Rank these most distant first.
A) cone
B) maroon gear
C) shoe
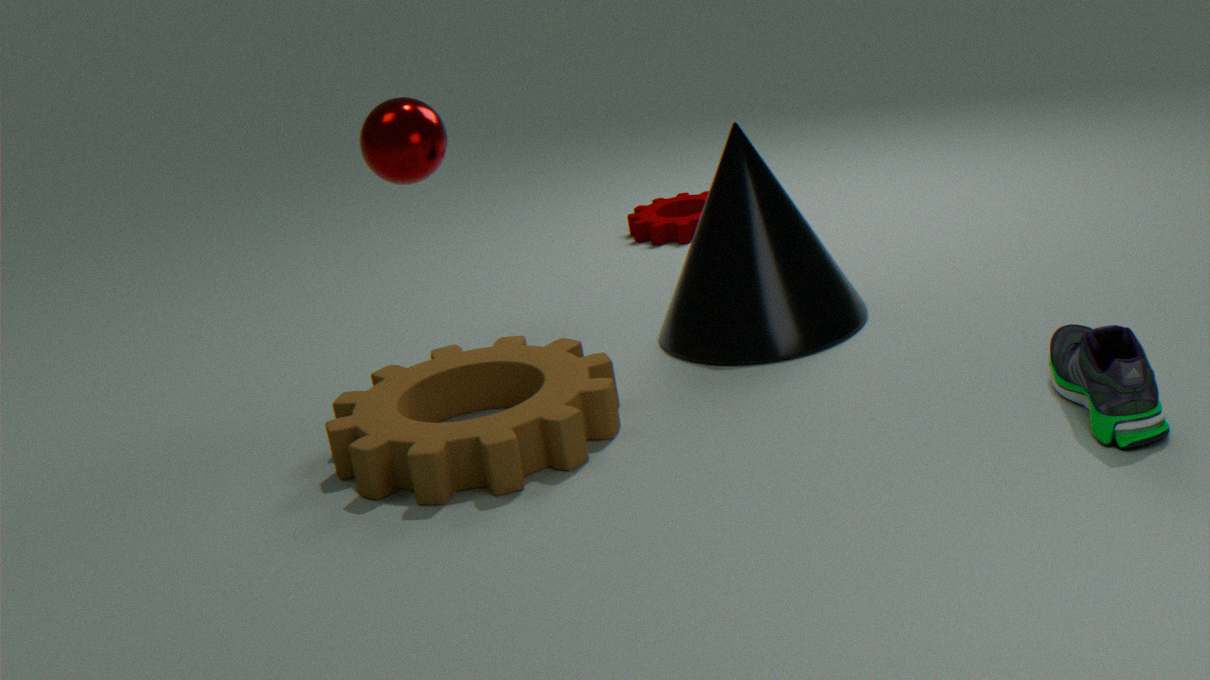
maroon gear < cone < shoe
